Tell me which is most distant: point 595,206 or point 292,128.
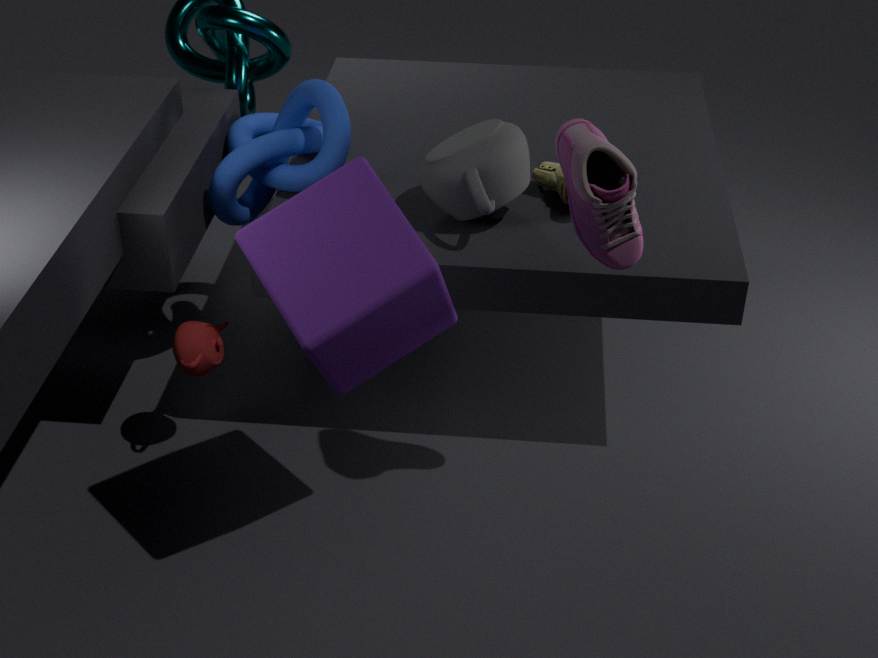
point 292,128
